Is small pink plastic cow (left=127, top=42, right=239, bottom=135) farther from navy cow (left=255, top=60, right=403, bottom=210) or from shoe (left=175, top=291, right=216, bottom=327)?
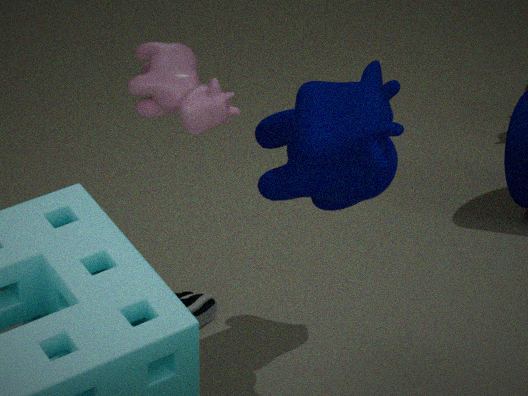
shoe (left=175, top=291, right=216, bottom=327)
